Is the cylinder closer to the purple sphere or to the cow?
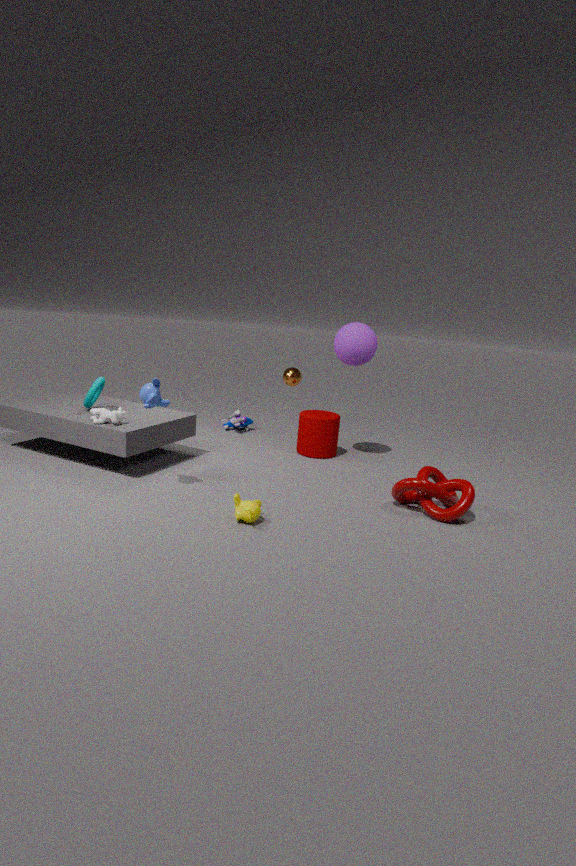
the purple sphere
